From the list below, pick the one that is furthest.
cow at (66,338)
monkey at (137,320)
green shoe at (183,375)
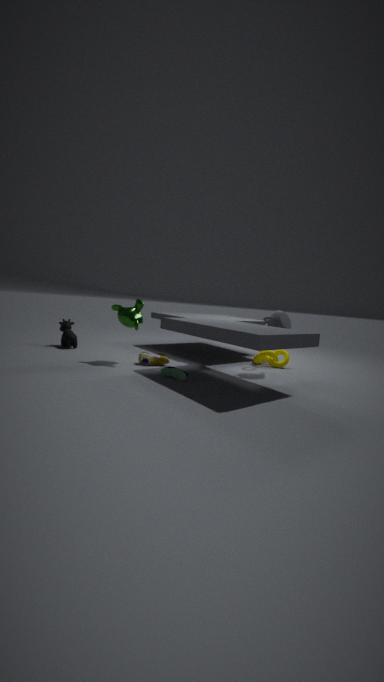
cow at (66,338)
